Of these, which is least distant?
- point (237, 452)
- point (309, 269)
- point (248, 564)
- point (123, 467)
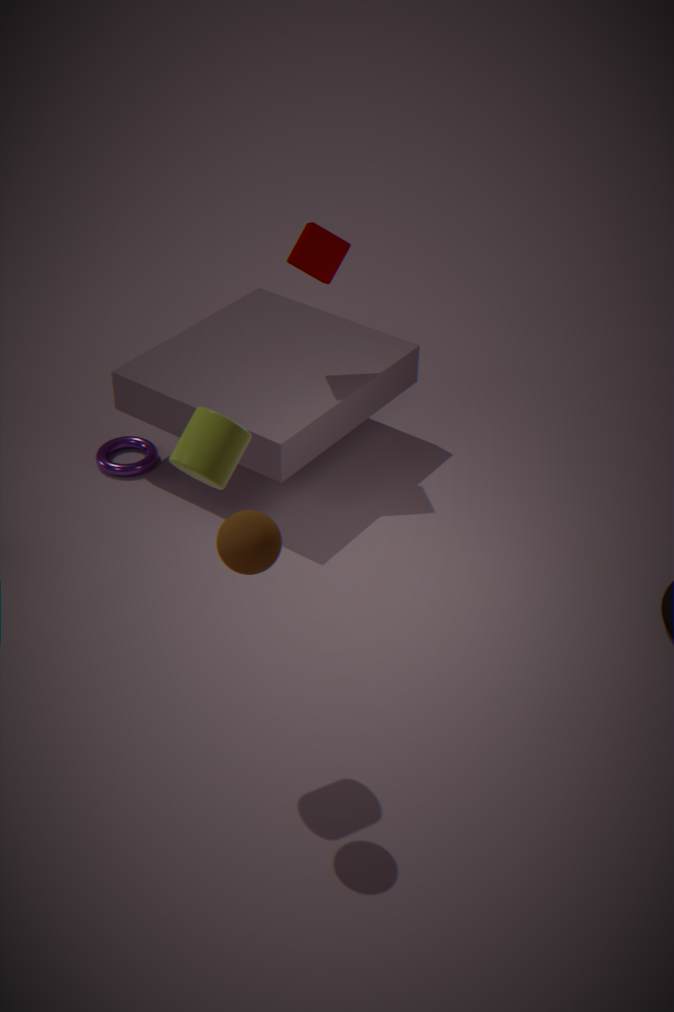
point (248, 564)
